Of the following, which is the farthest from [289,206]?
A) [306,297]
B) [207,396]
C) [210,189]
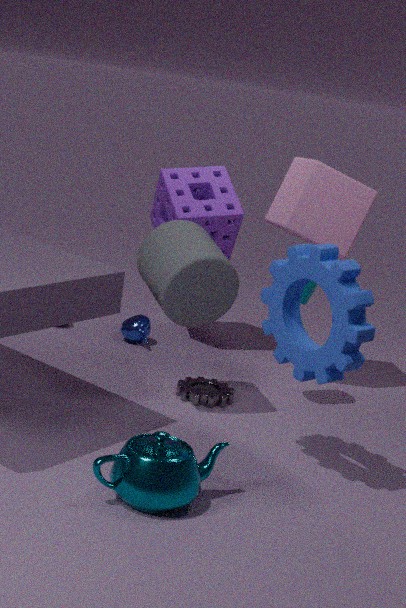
[207,396]
